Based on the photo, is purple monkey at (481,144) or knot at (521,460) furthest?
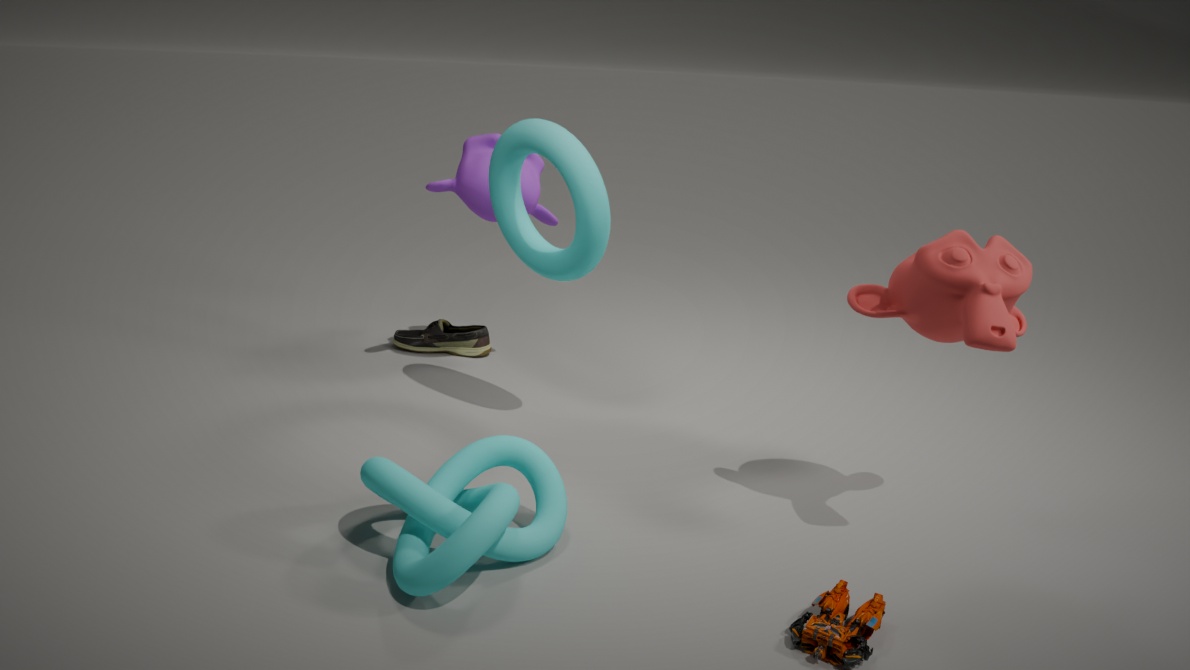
purple monkey at (481,144)
